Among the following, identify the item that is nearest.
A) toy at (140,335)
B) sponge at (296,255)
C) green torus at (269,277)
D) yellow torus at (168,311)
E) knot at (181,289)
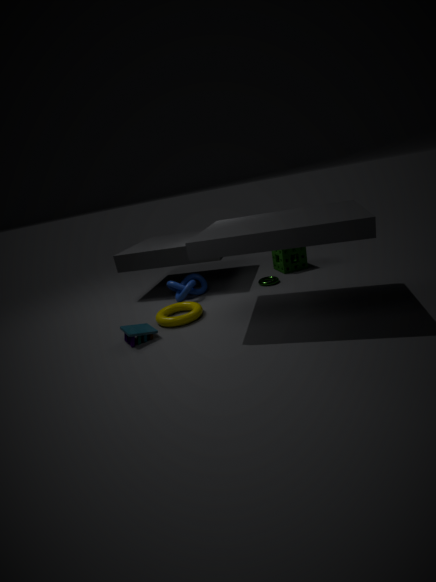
toy at (140,335)
